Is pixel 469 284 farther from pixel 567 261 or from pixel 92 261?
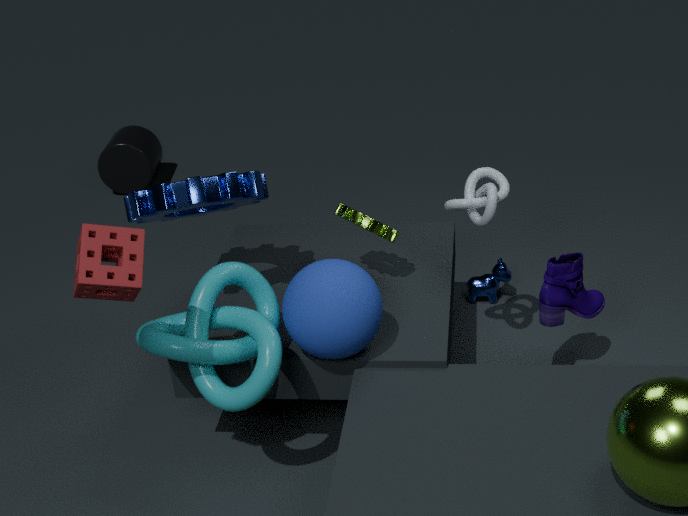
pixel 92 261
